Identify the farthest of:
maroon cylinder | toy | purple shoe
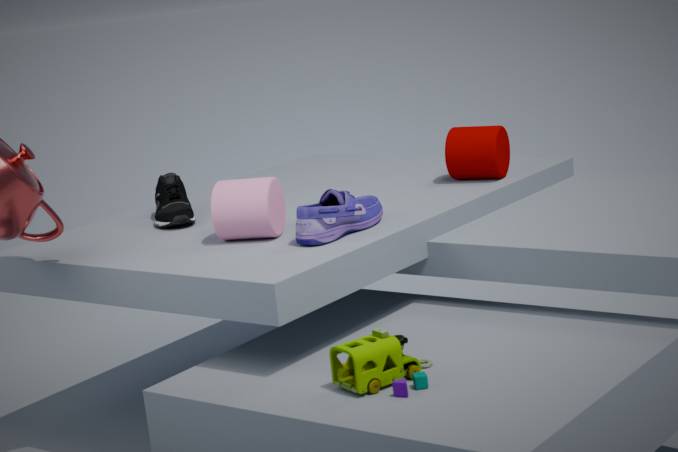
maroon cylinder
